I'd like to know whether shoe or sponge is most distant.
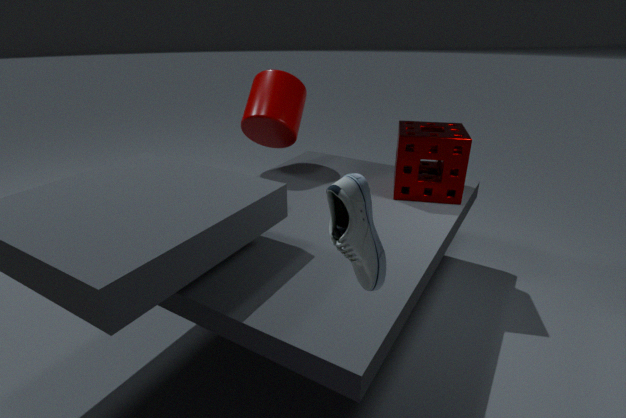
sponge
